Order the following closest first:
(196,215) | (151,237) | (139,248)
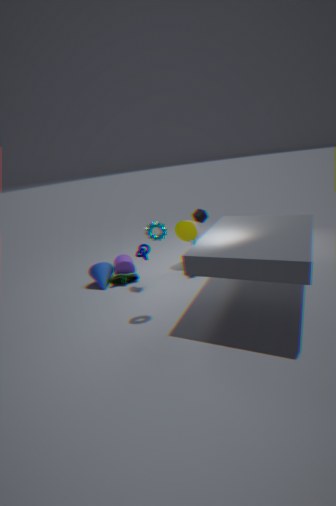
(151,237) → (139,248) → (196,215)
